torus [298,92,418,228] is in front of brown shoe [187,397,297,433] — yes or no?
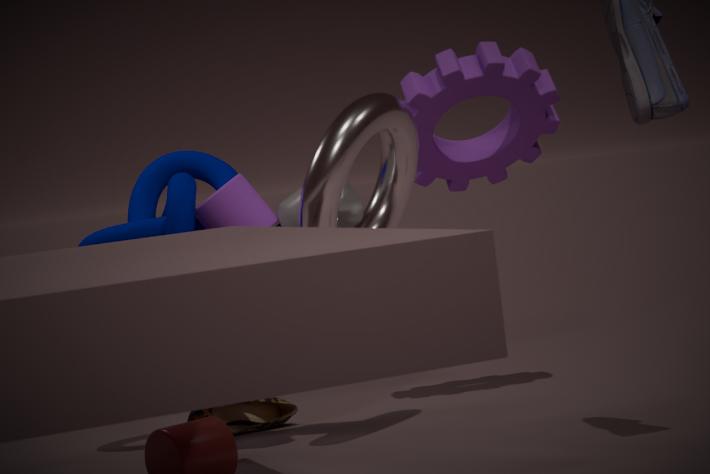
Yes
